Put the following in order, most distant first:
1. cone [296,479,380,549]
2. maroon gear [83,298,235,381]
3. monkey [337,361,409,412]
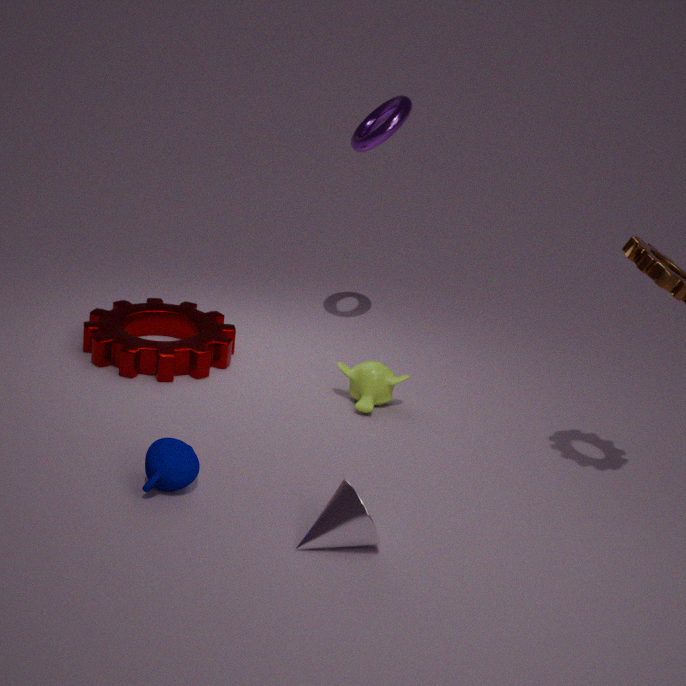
maroon gear [83,298,235,381] < monkey [337,361,409,412] < cone [296,479,380,549]
